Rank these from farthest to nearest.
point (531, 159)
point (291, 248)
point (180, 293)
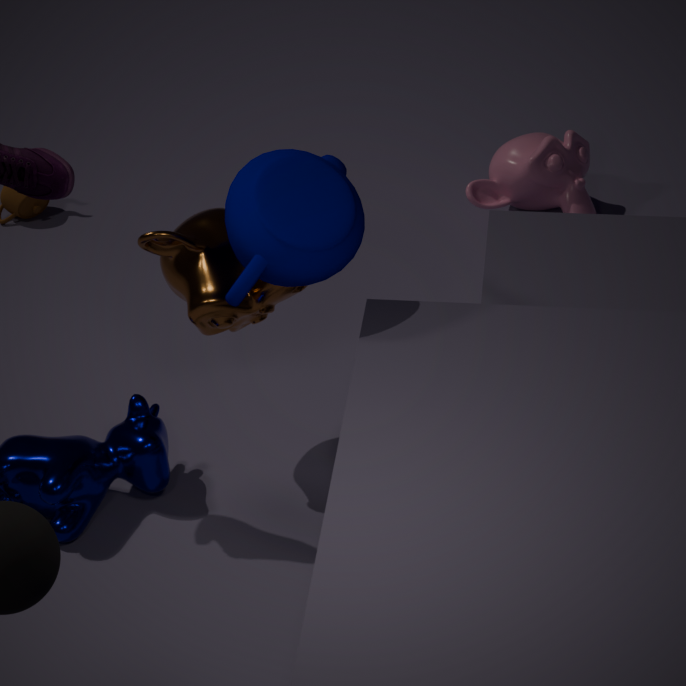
point (531, 159) < point (180, 293) < point (291, 248)
